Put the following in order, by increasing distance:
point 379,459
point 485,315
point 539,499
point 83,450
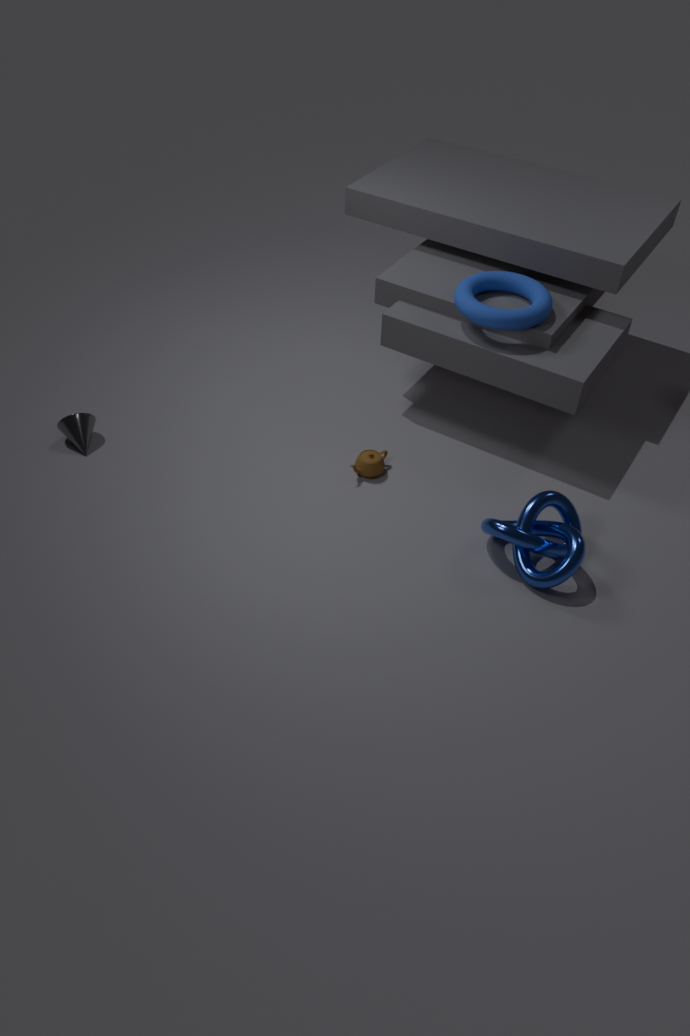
point 539,499 < point 485,315 < point 379,459 < point 83,450
